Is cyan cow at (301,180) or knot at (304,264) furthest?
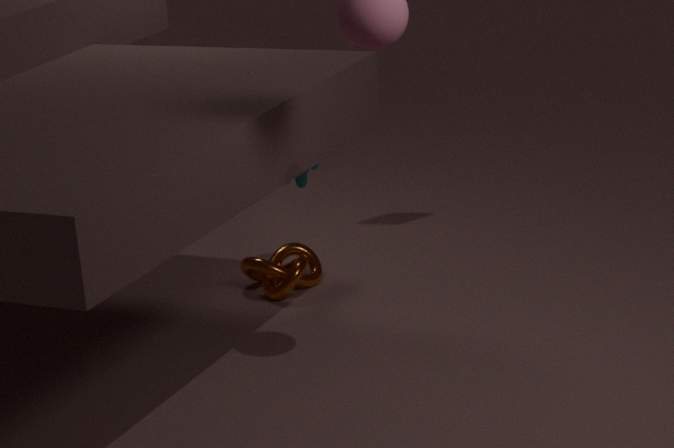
cyan cow at (301,180)
